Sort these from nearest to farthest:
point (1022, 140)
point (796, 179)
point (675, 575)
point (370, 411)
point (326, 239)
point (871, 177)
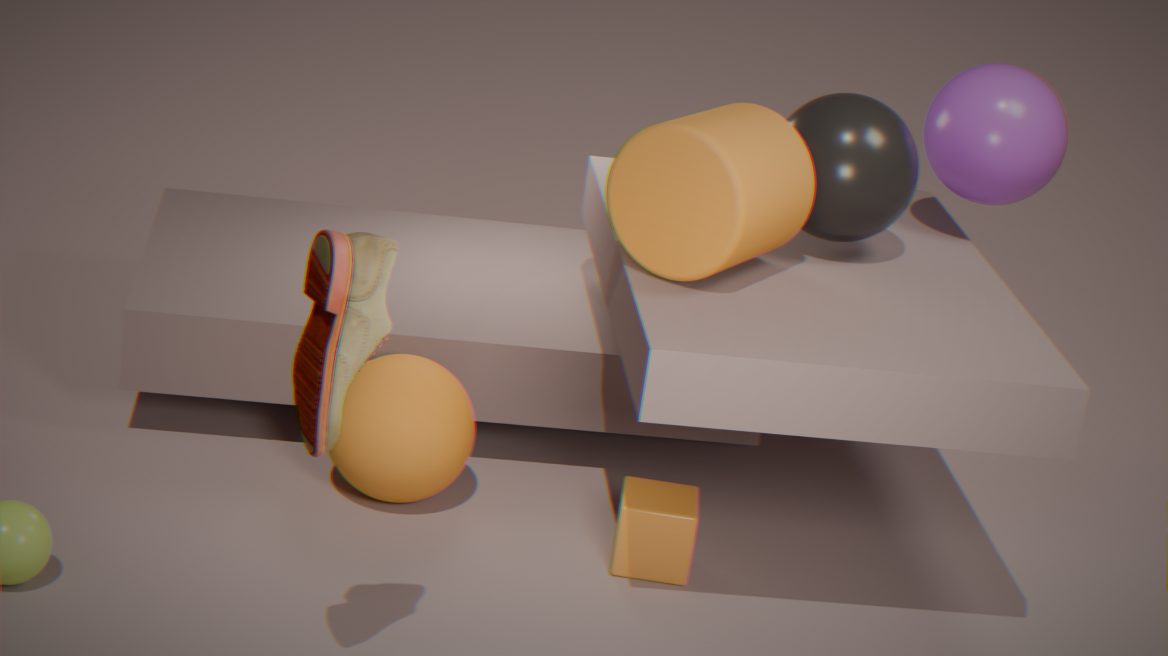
1. point (326, 239)
2. point (796, 179)
3. point (675, 575)
4. point (871, 177)
5. point (370, 411)
6. point (1022, 140)
